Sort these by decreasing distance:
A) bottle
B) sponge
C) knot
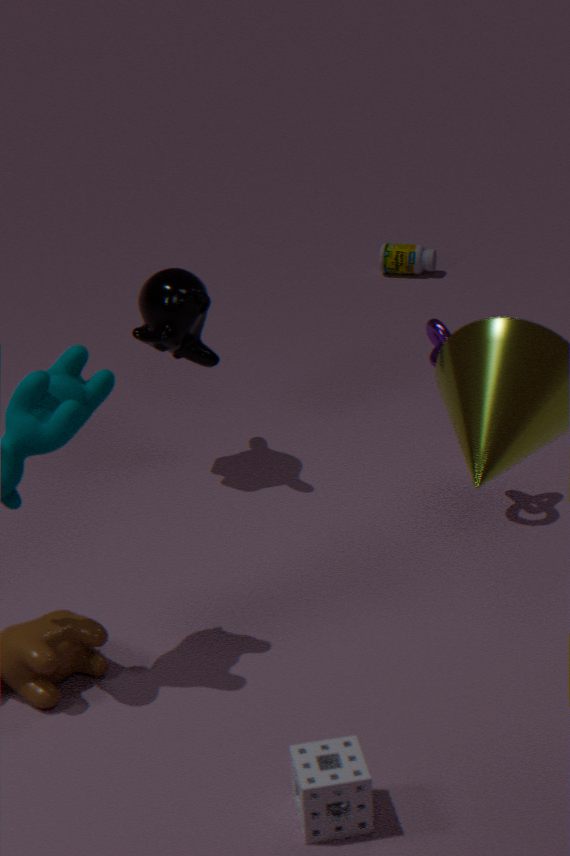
bottle → knot → sponge
